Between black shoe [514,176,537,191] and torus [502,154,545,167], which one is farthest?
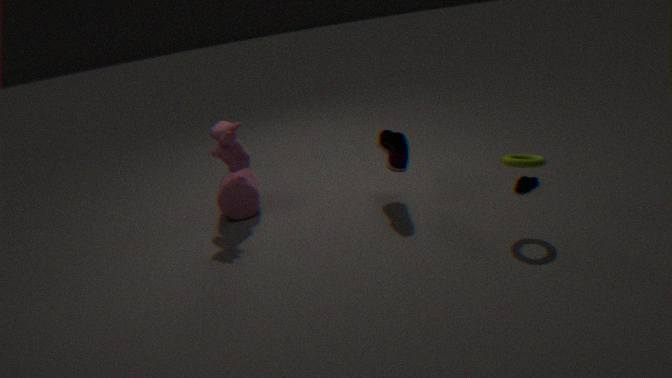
black shoe [514,176,537,191]
